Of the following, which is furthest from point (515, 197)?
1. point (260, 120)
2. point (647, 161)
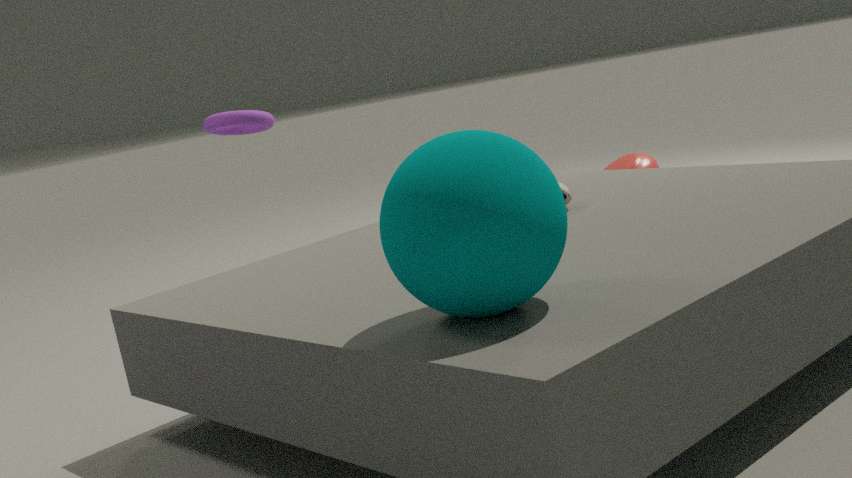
point (647, 161)
